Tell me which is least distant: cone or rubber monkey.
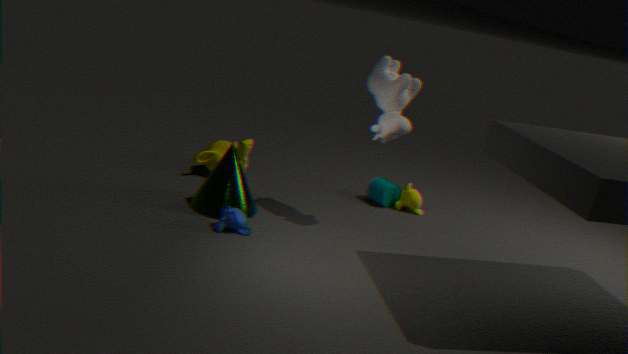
cone
